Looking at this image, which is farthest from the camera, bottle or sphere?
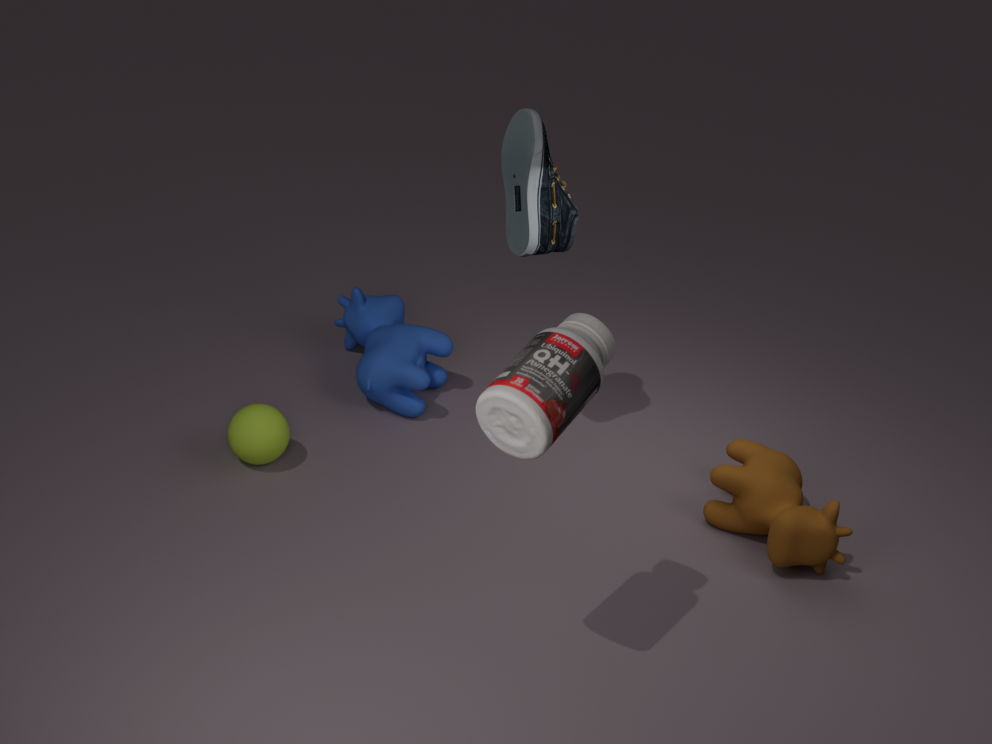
sphere
